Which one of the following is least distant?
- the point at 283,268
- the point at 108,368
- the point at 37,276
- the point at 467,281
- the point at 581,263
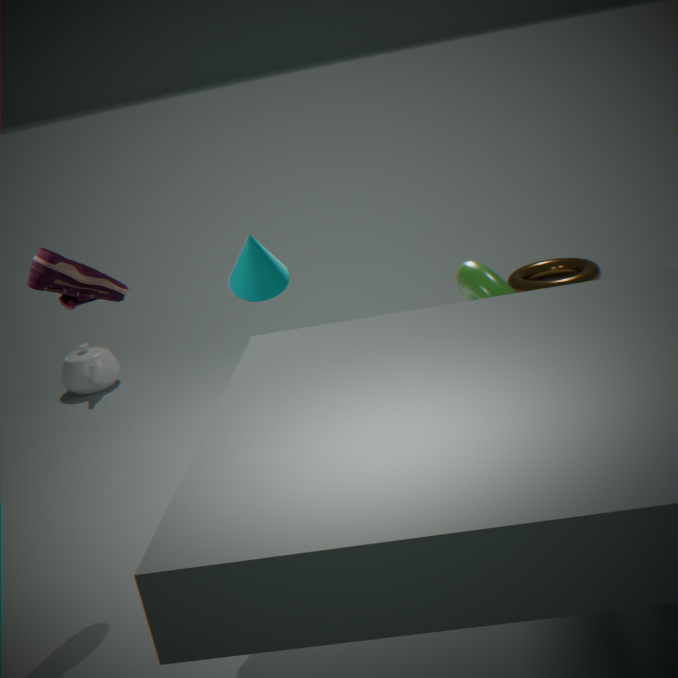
the point at 37,276
